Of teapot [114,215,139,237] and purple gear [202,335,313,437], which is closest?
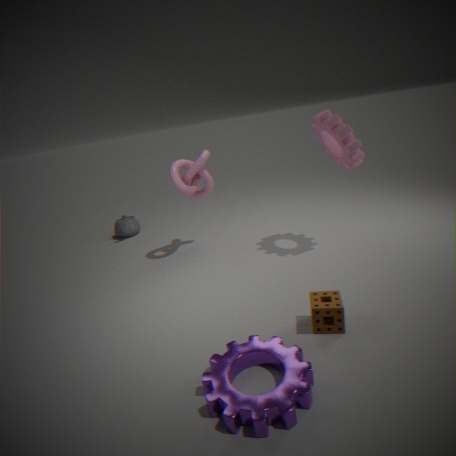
purple gear [202,335,313,437]
